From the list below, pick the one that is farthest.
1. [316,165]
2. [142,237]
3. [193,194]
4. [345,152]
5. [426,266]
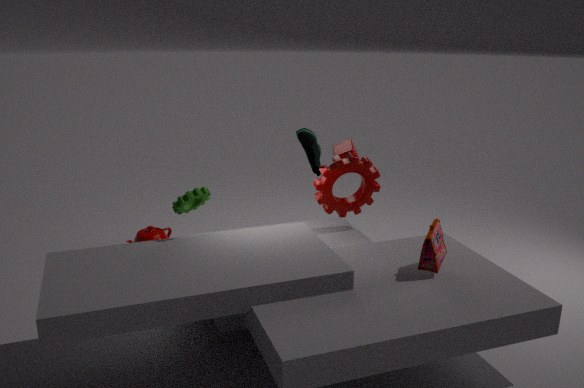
[316,165]
